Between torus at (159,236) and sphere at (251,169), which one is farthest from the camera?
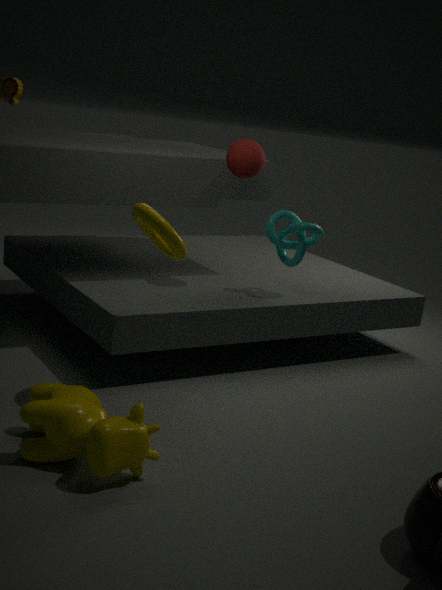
sphere at (251,169)
